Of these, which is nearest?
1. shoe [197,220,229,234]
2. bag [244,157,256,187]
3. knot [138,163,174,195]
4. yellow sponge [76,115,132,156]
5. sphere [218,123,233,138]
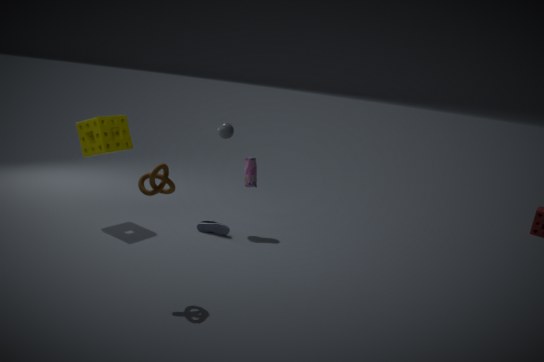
knot [138,163,174,195]
